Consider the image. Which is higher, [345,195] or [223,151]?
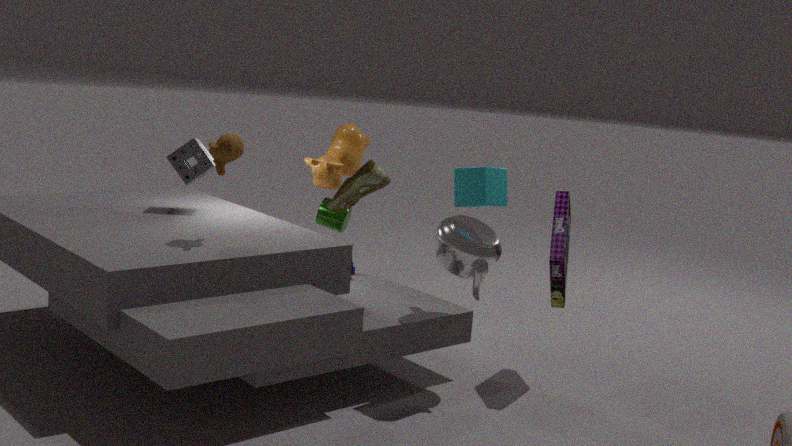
[223,151]
